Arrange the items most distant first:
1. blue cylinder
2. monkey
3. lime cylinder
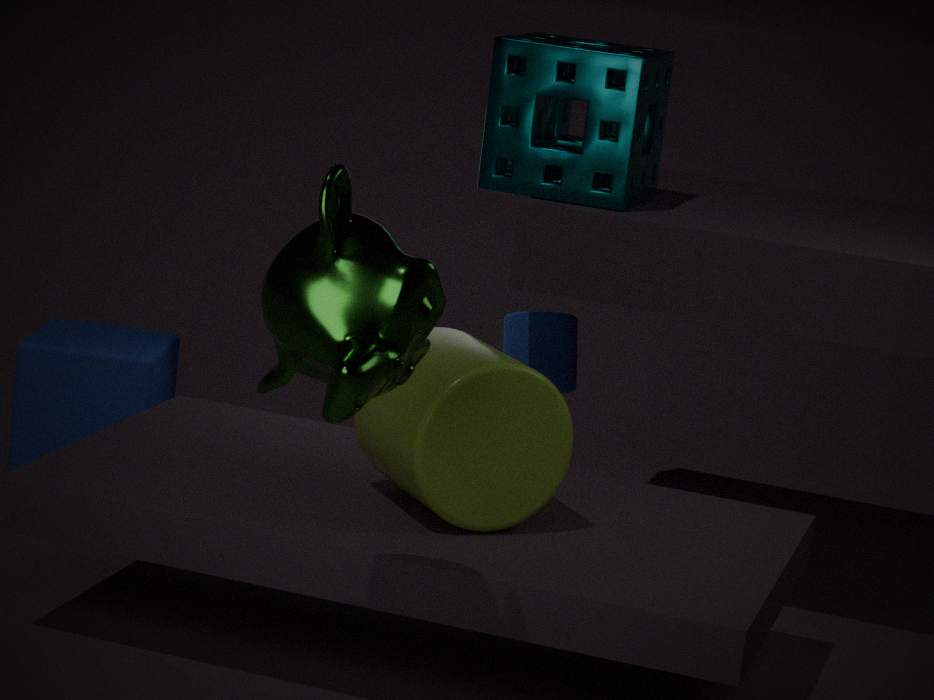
1. blue cylinder
2. lime cylinder
3. monkey
